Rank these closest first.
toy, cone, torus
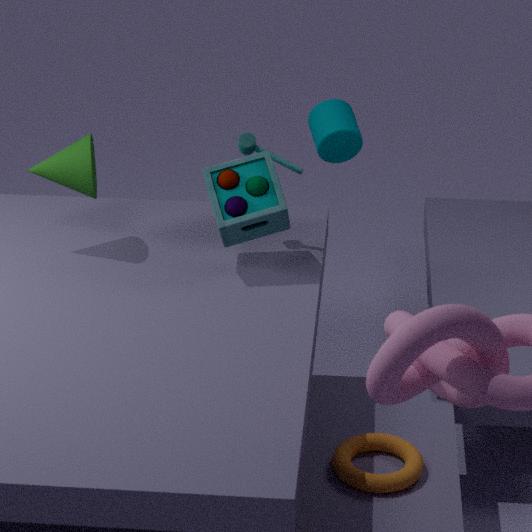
1. torus
2. toy
3. cone
